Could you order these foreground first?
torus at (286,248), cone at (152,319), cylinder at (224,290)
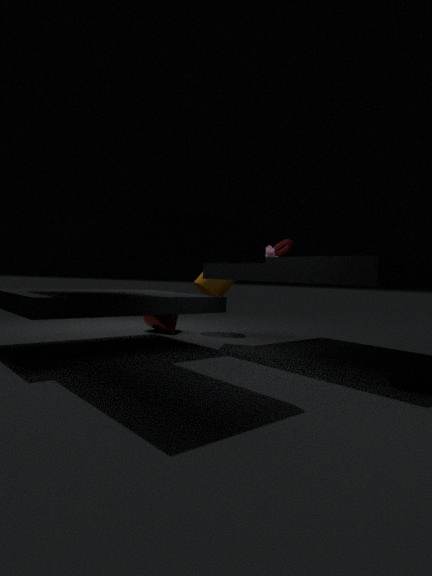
torus at (286,248), cone at (152,319), cylinder at (224,290)
